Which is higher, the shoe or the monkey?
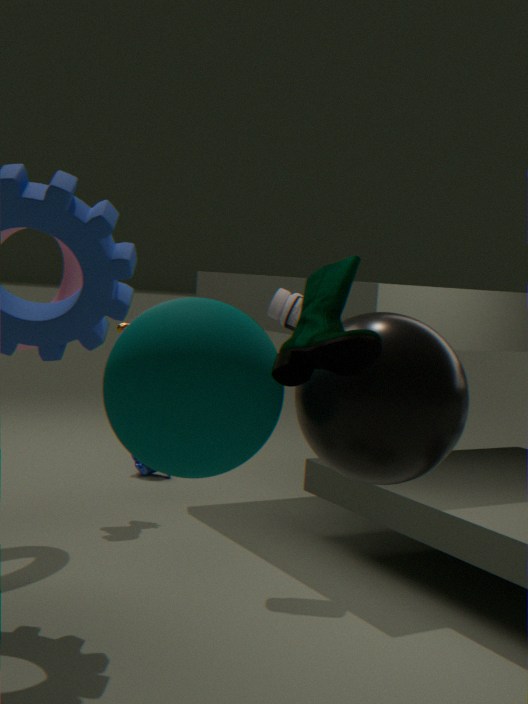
the shoe
